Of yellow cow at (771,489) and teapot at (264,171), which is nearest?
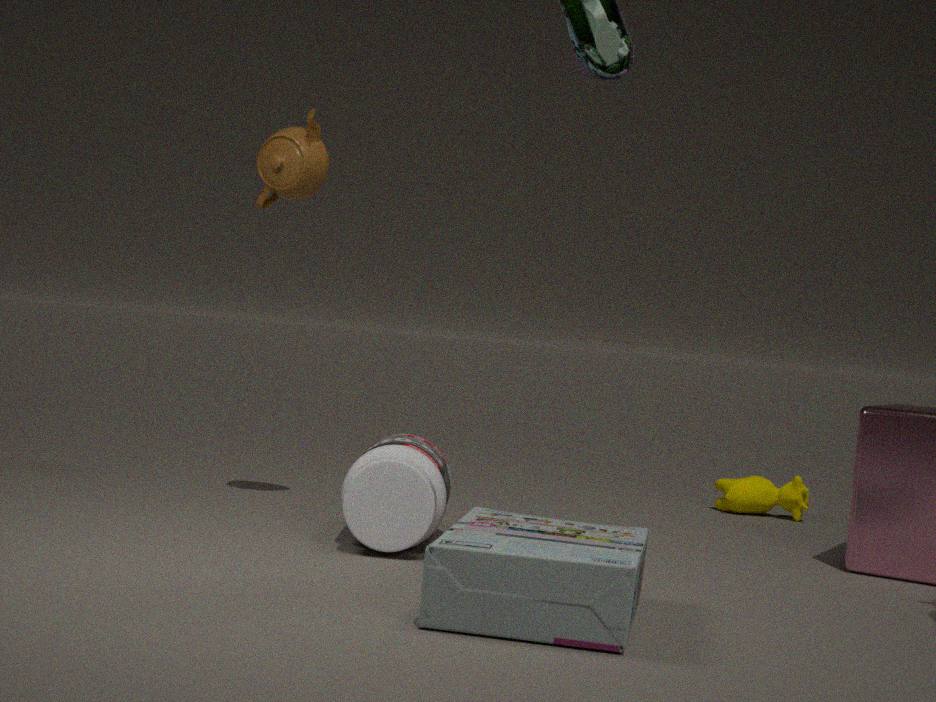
teapot at (264,171)
